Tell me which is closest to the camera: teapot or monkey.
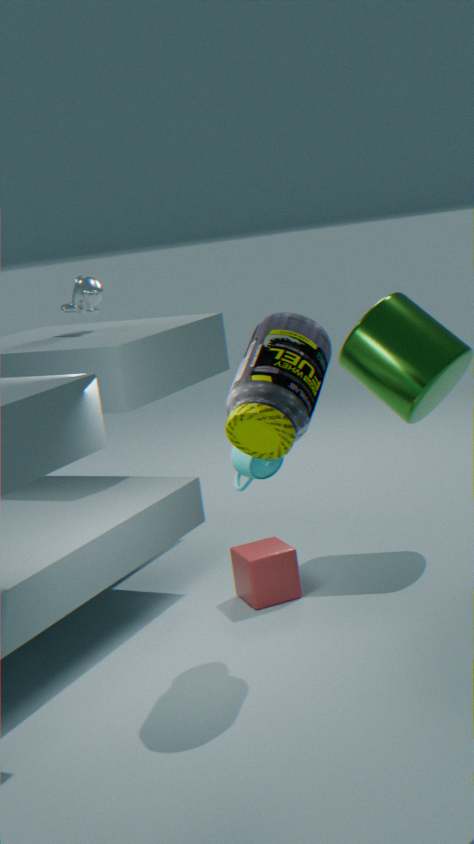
teapot
